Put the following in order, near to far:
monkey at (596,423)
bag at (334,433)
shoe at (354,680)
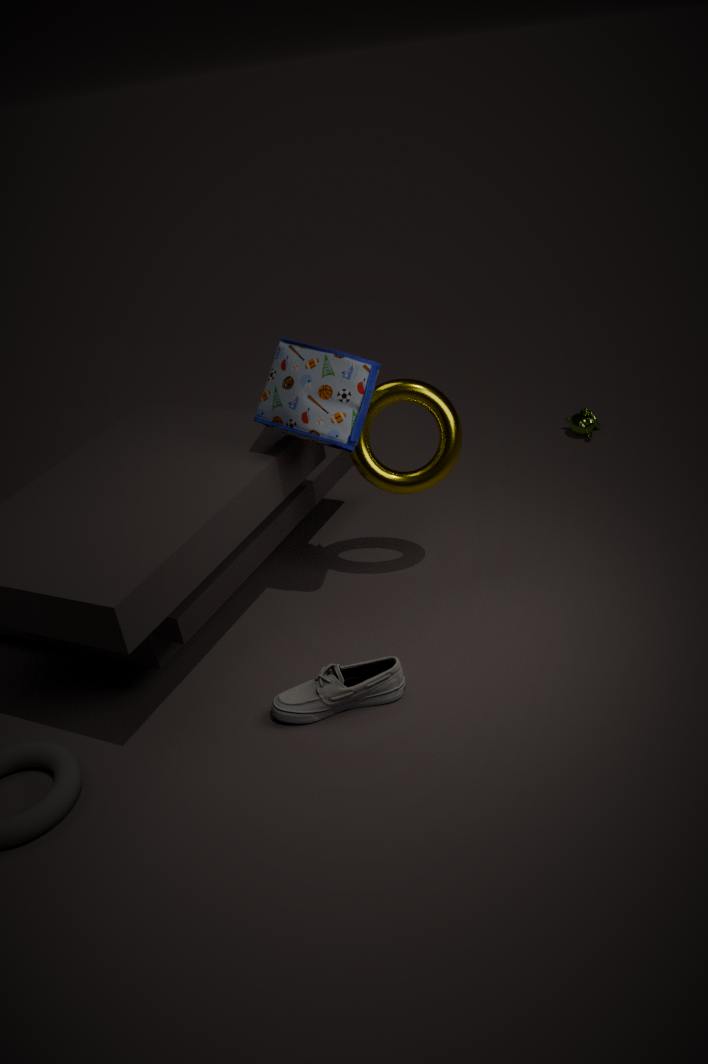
shoe at (354,680)
bag at (334,433)
monkey at (596,423)
